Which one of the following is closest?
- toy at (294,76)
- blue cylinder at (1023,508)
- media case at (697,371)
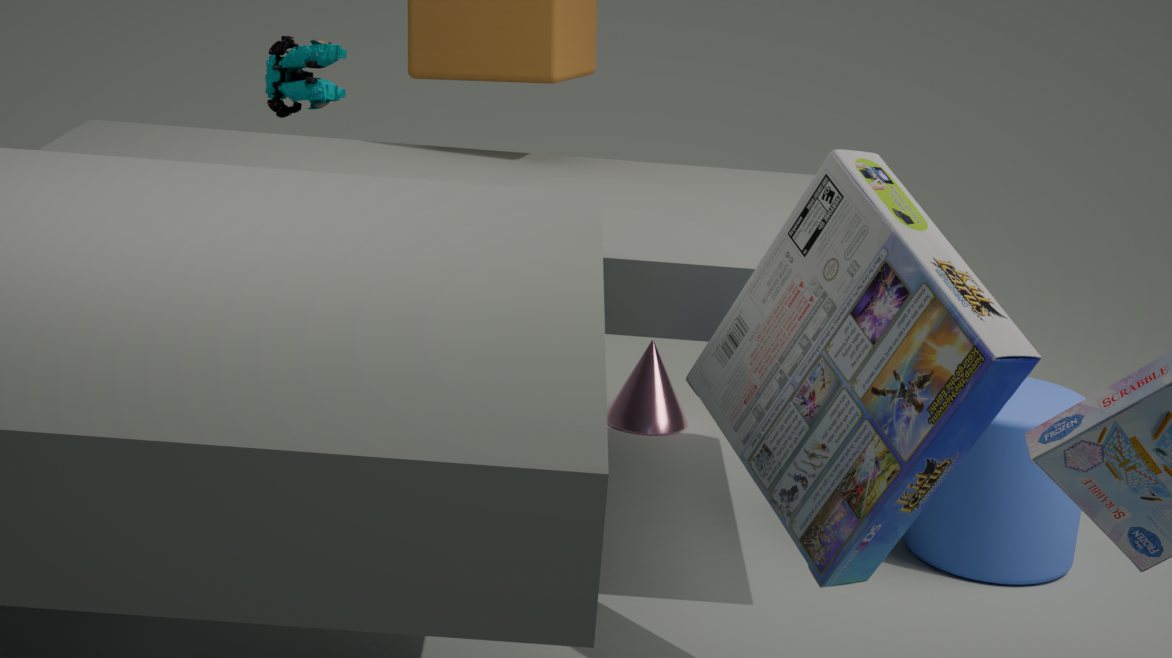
media case at (697,371)
